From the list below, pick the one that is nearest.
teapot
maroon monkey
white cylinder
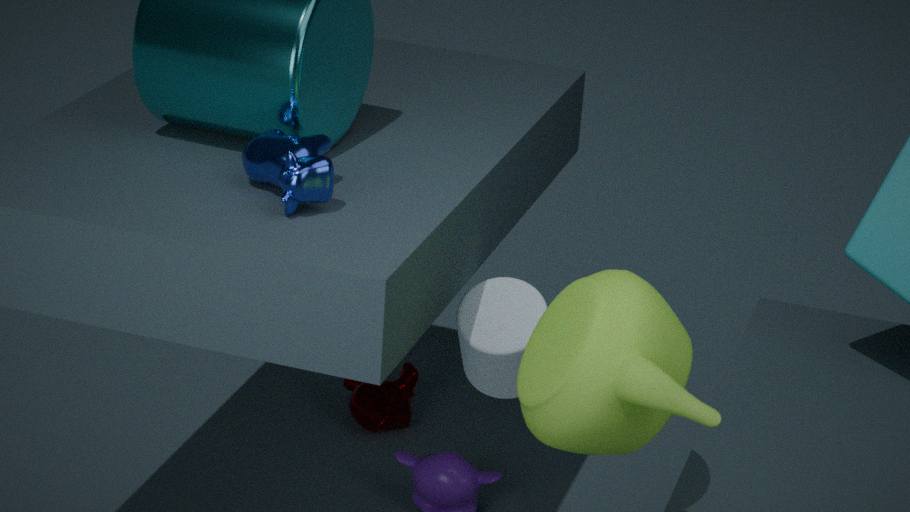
teapot
